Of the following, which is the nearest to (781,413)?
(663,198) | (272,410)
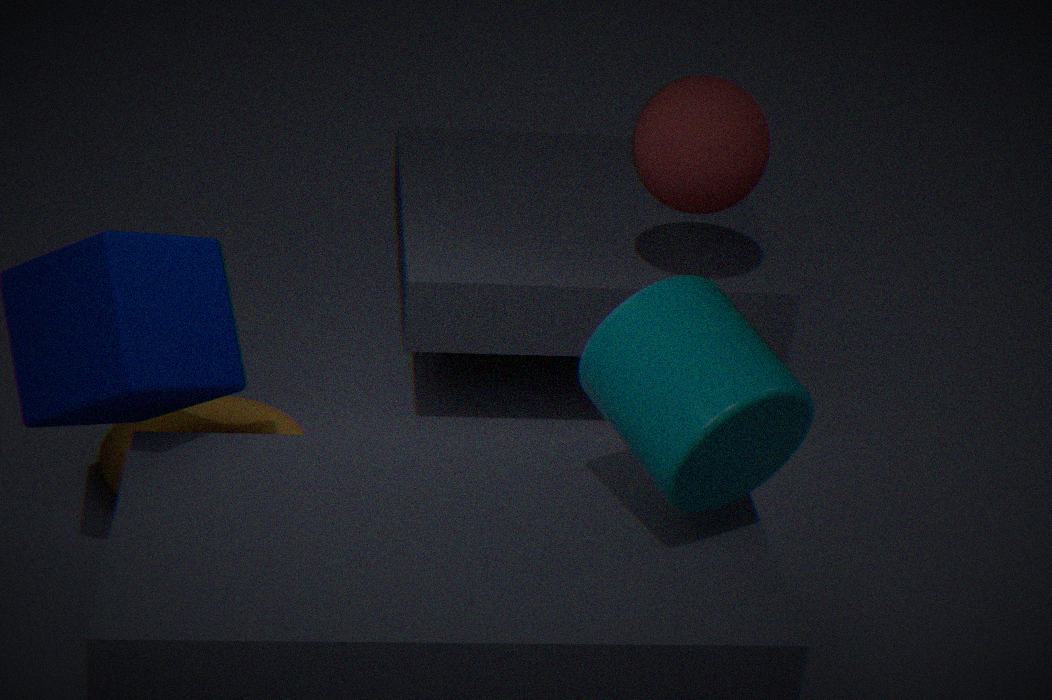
(663,198)
